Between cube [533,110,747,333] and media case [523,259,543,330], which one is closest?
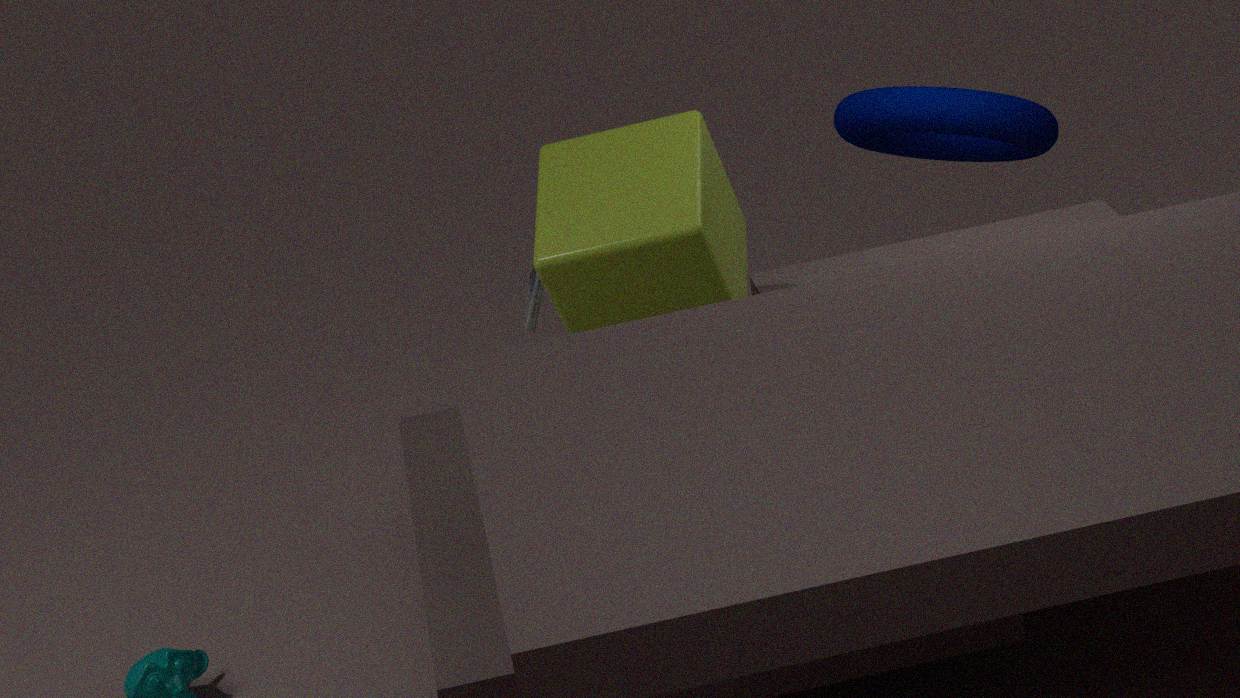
cube [533,110,747,333]
